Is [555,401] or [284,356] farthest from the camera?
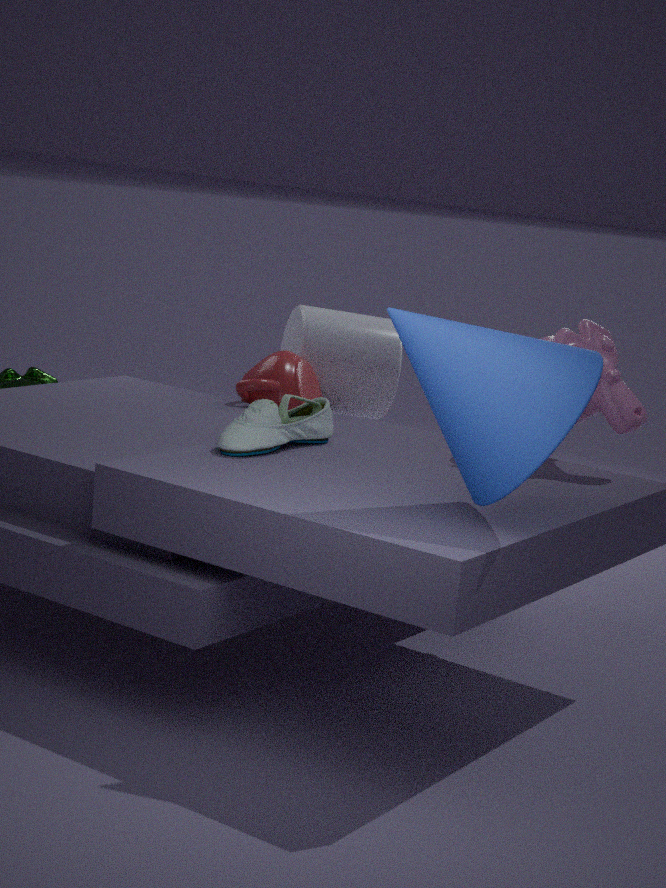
[284,356]
